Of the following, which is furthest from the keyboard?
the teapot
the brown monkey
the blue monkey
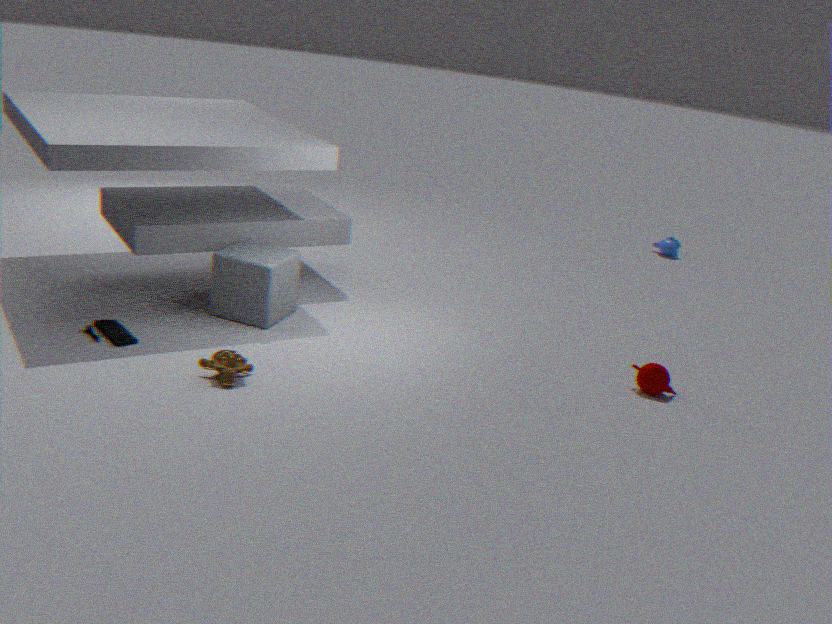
the blue monkey
